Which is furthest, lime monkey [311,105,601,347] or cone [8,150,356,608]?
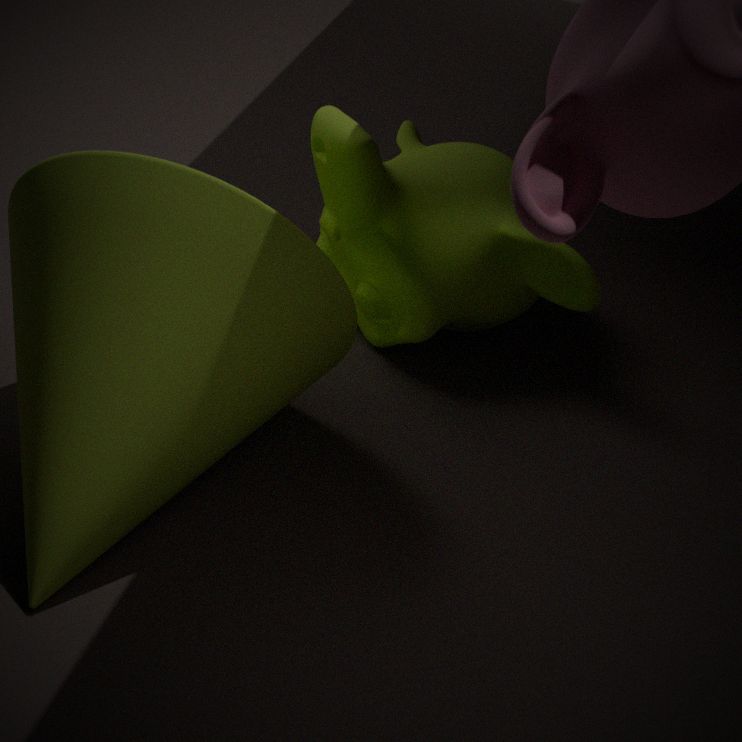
lime monkey [311,105,601,347]
